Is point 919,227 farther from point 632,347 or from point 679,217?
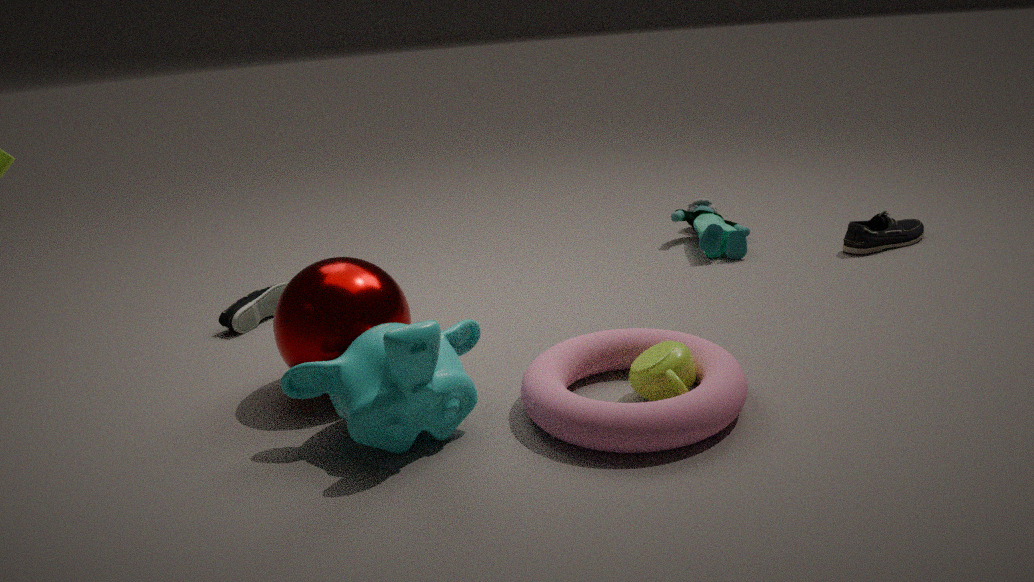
point 632,347
